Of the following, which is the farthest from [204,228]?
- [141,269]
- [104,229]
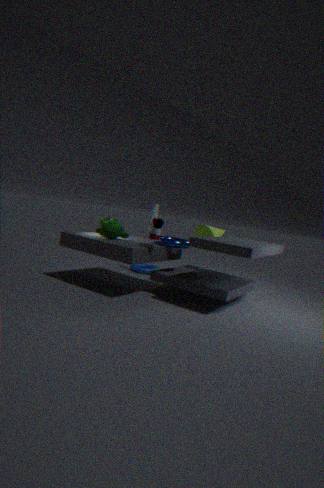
[104,229]
